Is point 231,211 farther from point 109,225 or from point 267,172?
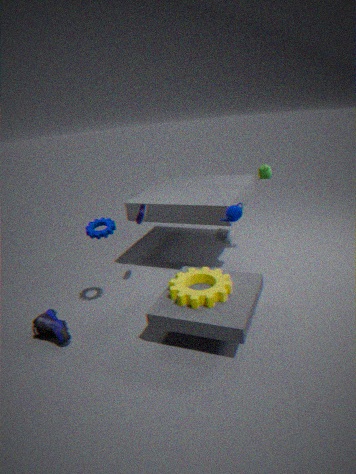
point 109,225
